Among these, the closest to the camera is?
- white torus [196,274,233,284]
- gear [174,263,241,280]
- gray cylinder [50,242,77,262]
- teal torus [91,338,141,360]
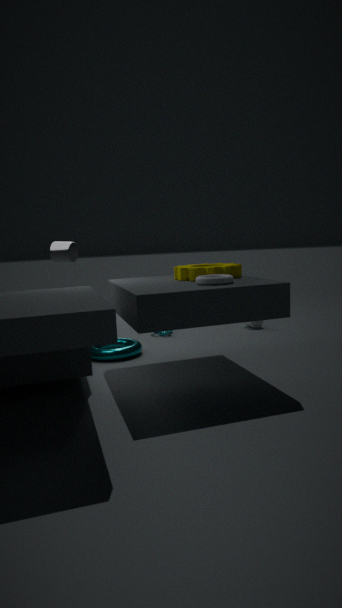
white torus [196,274,233,284]
